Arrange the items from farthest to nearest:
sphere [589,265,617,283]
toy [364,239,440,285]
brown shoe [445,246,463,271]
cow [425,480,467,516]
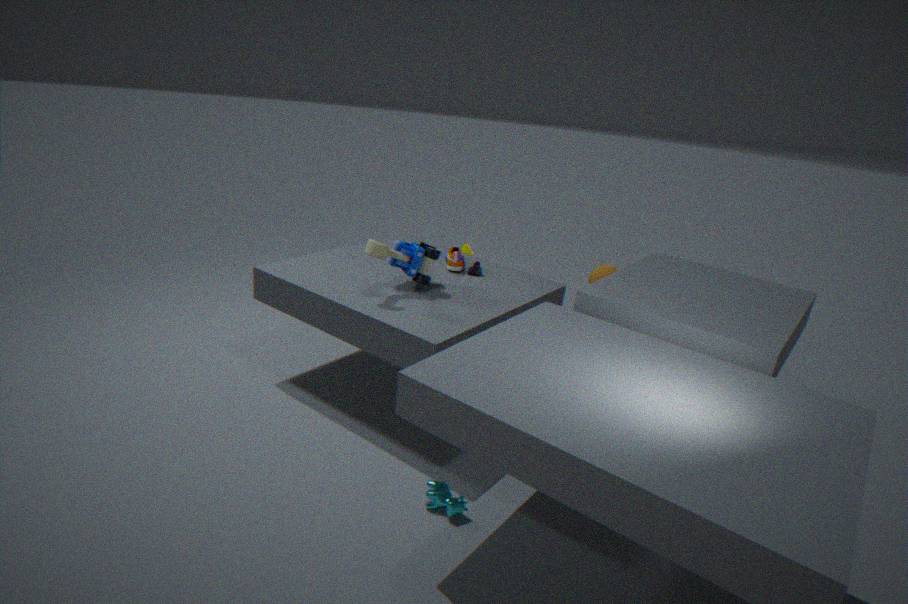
sphere [589,265,617,283] < brown shoe [445,246,463,271] < toy [364,239,440,285] < cow [425,480,467,516]
